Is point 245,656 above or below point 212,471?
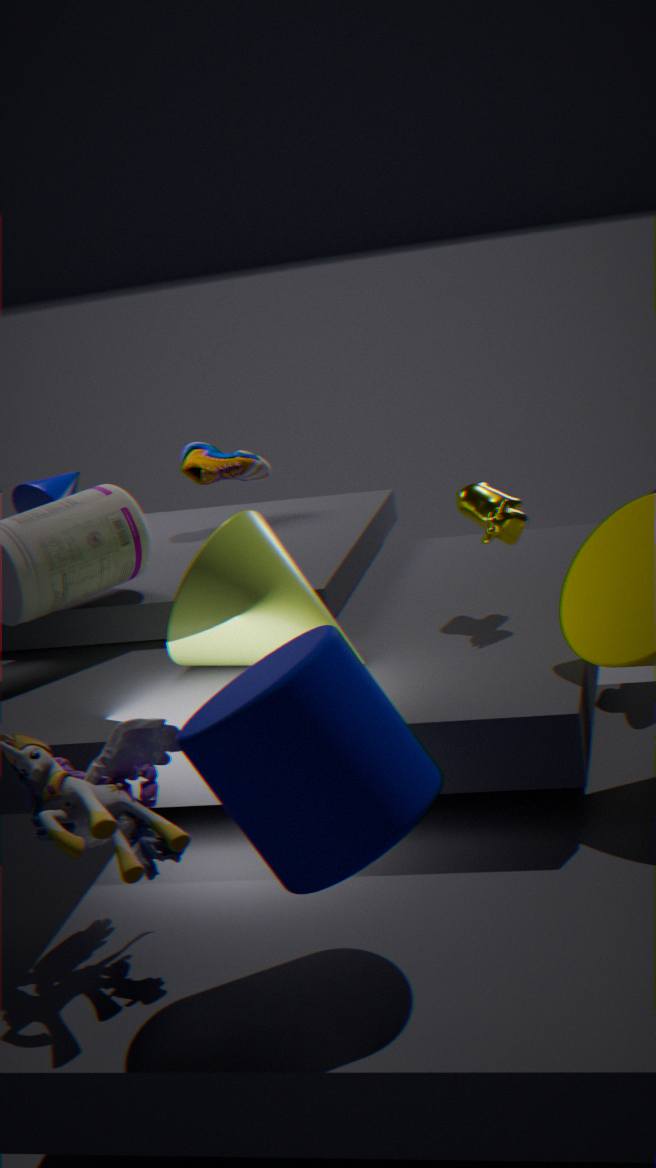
below
